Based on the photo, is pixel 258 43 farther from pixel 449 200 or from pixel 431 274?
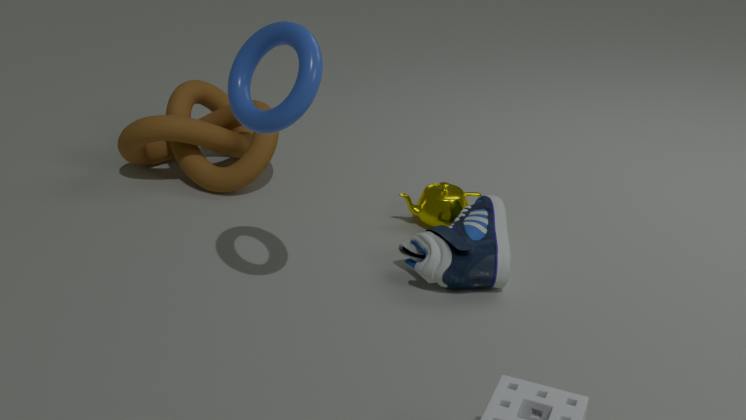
pixel 449 200
